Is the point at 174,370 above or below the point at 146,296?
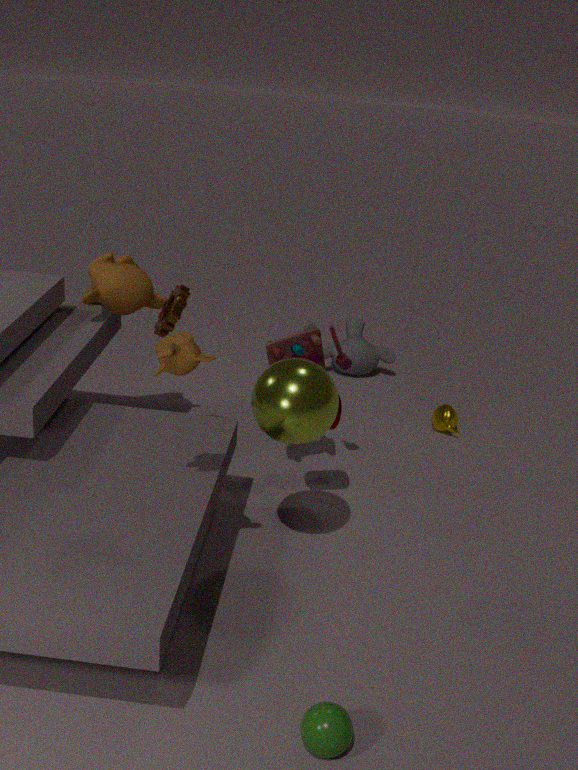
above
